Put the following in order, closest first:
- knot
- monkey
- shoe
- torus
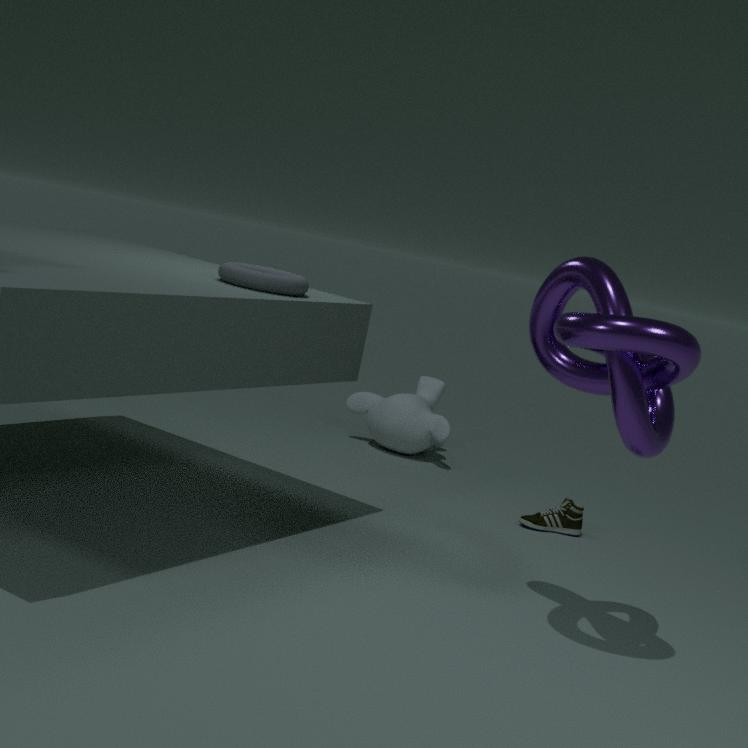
knot → torus → shoe → monkey
